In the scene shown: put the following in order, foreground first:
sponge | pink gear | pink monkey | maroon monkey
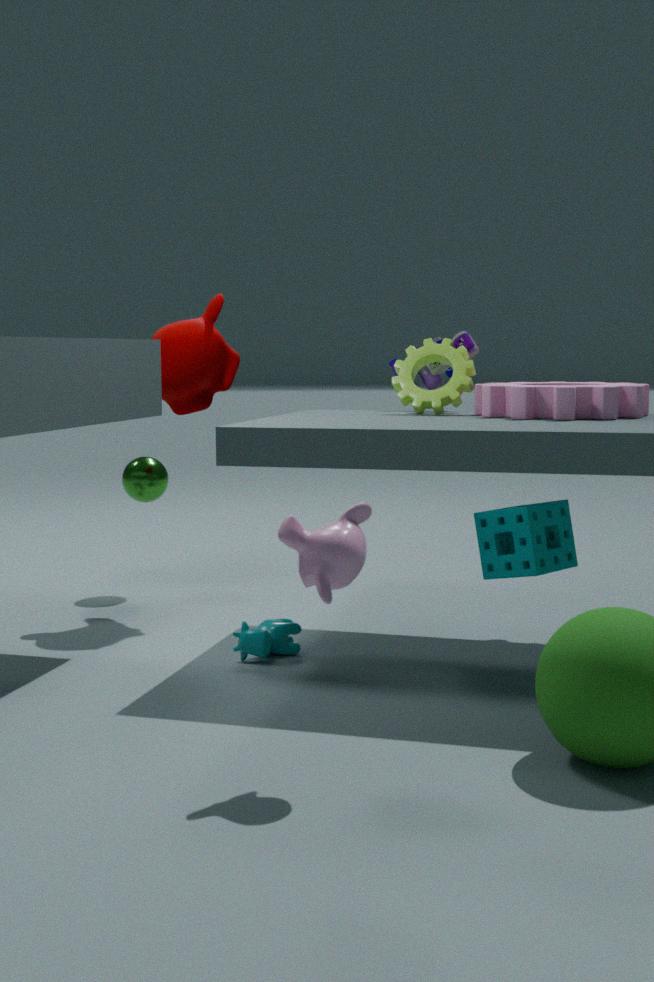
pink monkey
sponge
pink gear
maroon monkey
